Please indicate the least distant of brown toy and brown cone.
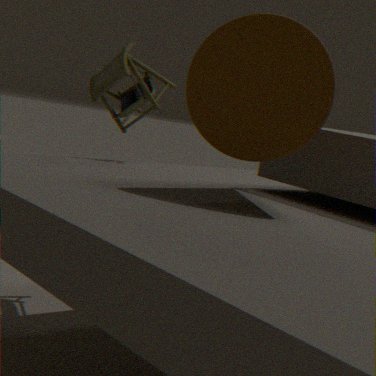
brown cone
